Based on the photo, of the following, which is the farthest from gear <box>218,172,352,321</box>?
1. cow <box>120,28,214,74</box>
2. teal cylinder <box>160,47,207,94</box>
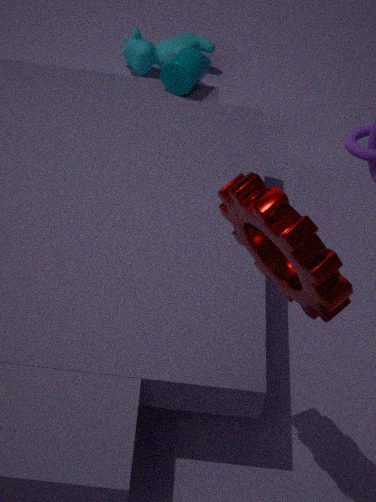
cow <box>120,28,214,74</box>
